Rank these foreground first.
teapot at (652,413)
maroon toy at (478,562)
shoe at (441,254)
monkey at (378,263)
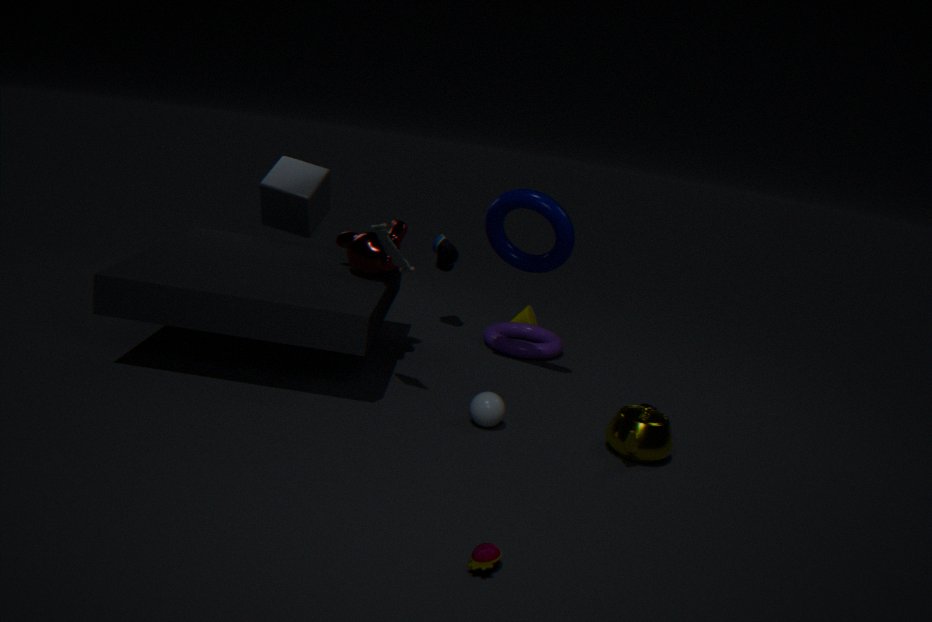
maroon toy at (478,562) → teapot at (652,413) → monkey at (378,263) → shoe at (441,254)
